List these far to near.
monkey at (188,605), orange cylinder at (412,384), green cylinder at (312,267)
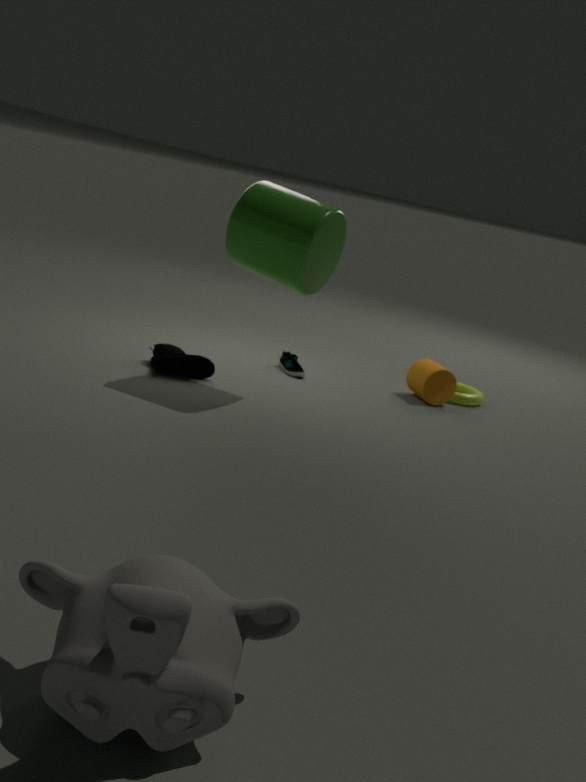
orange cylinder at (412,384) → green cylinder at (312,267) → monkey at (188,605)
